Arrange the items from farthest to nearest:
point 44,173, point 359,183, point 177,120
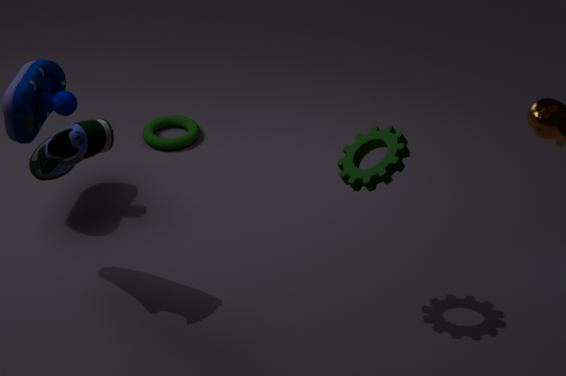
point 177,120
point 44,173
point 359,183
